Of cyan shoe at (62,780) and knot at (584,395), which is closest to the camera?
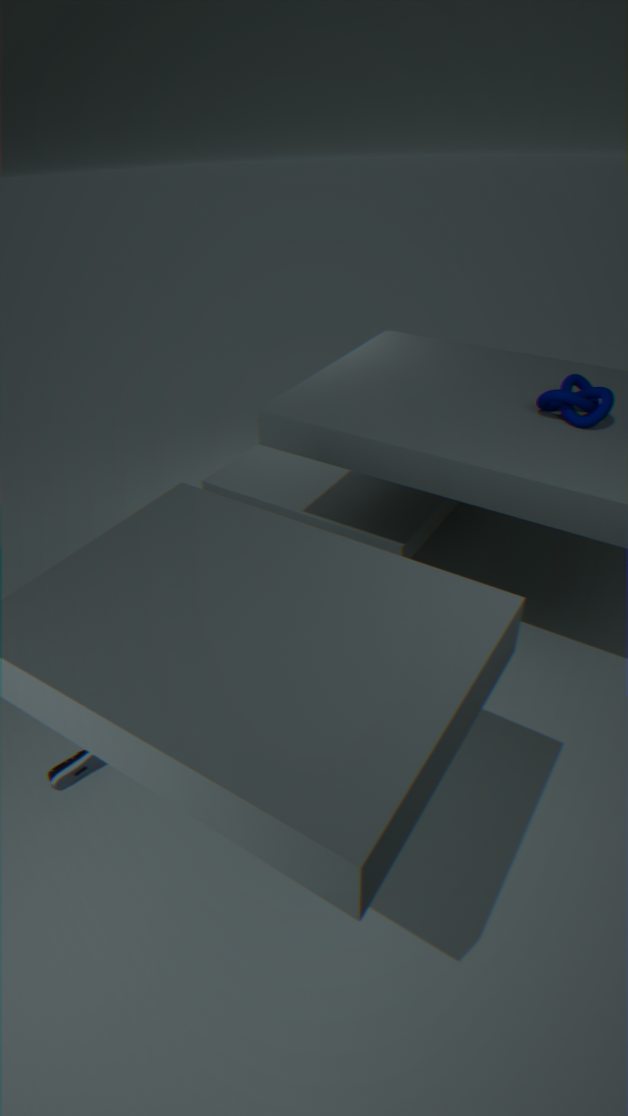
cyan shoe at (62,780)
